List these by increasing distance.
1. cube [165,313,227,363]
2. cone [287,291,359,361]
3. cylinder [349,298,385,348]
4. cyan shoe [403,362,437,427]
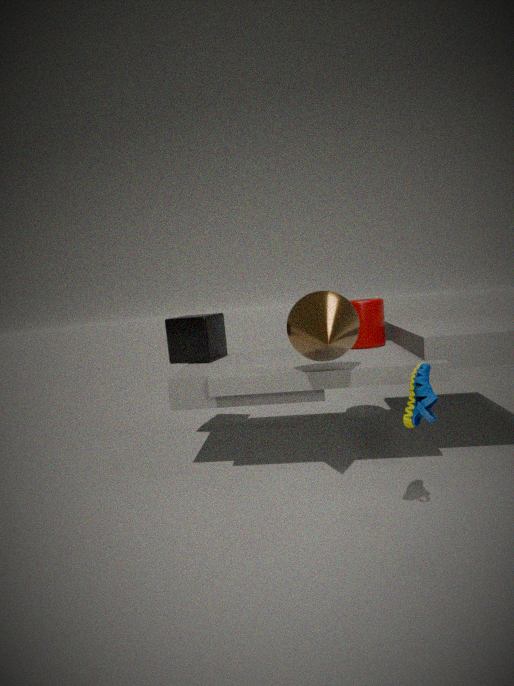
cyan shoe [403,362,437,427] < cone [287,291,359,361] < cylinder [349,298,385,348] < cube [165,313,227,363]
